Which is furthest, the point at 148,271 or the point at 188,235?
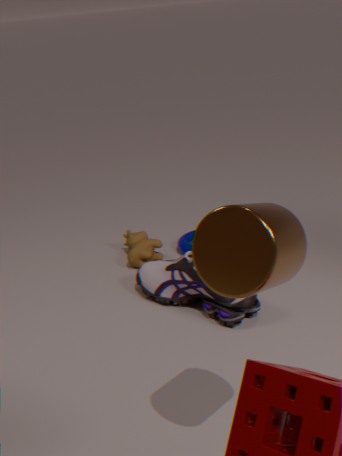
the point at 188,235
